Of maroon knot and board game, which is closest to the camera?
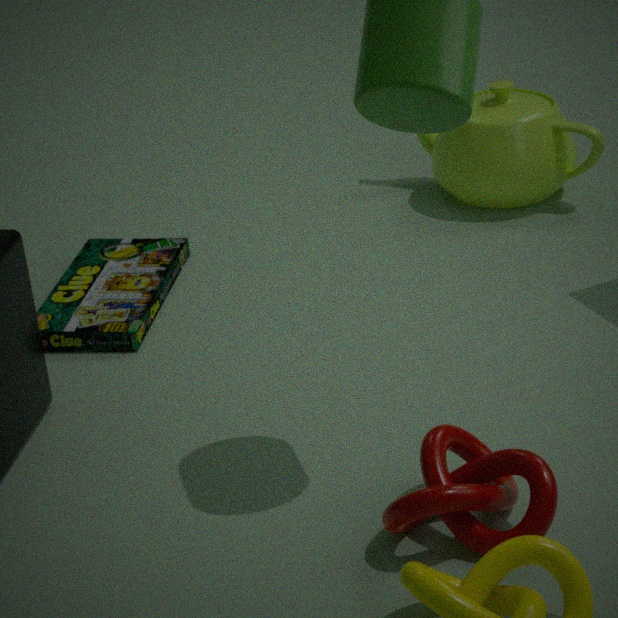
maroon knot
